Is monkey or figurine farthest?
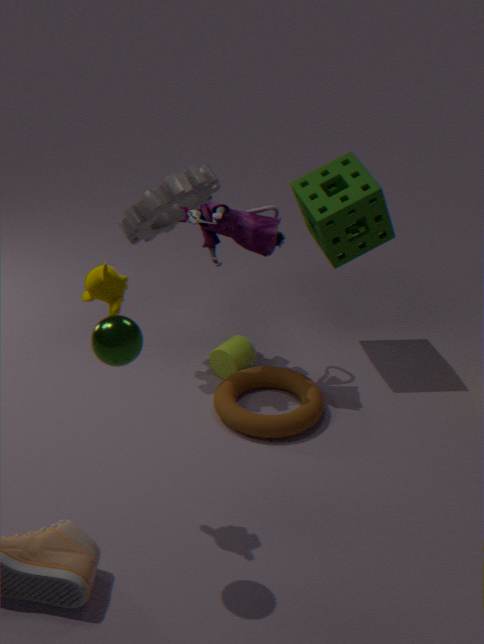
figurine
